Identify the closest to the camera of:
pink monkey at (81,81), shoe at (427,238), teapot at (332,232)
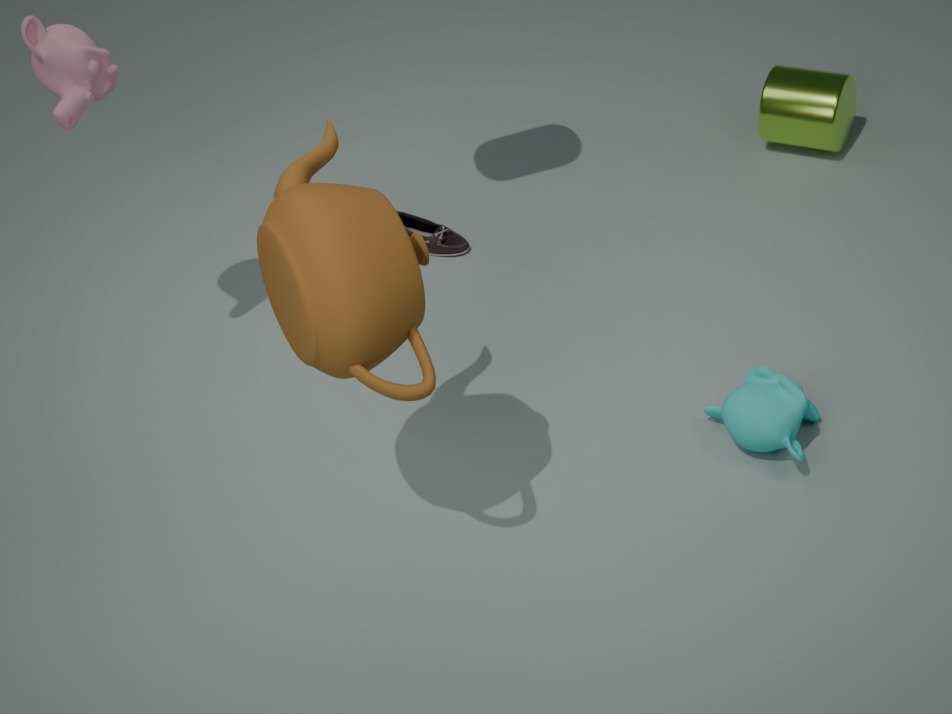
teapot at (332,232)
